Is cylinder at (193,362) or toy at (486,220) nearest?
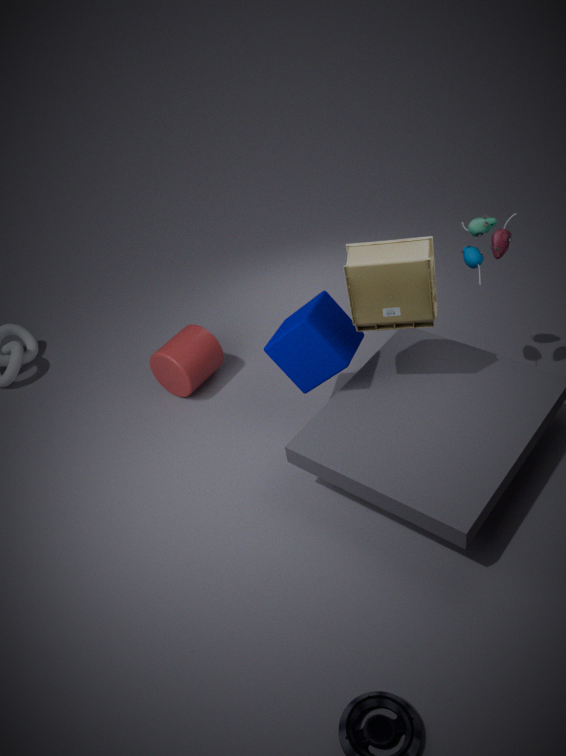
toy at (486,220)
